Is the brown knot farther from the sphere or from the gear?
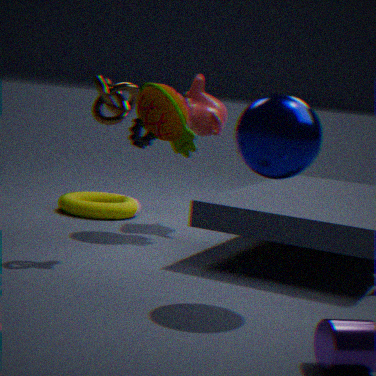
the gear
